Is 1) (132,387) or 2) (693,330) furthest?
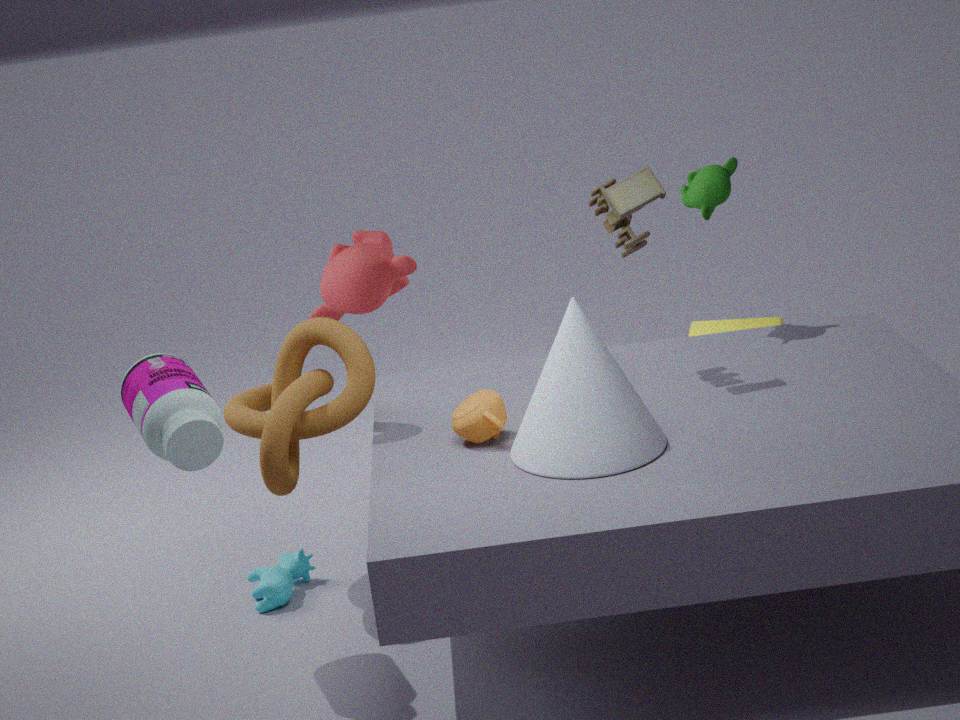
2. (693,330)
